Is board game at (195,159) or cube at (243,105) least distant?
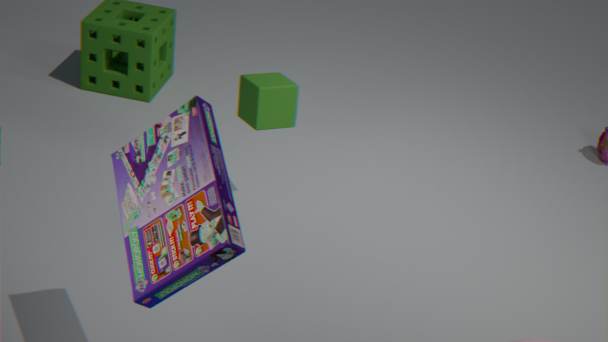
board game at (195,159)
